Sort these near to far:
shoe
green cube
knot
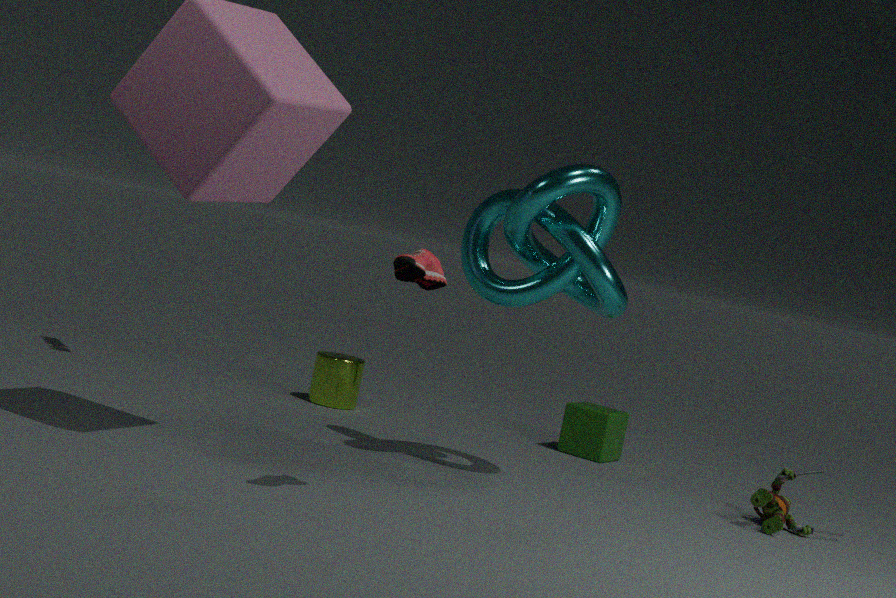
1. shoe
2. knot
3. green cube
